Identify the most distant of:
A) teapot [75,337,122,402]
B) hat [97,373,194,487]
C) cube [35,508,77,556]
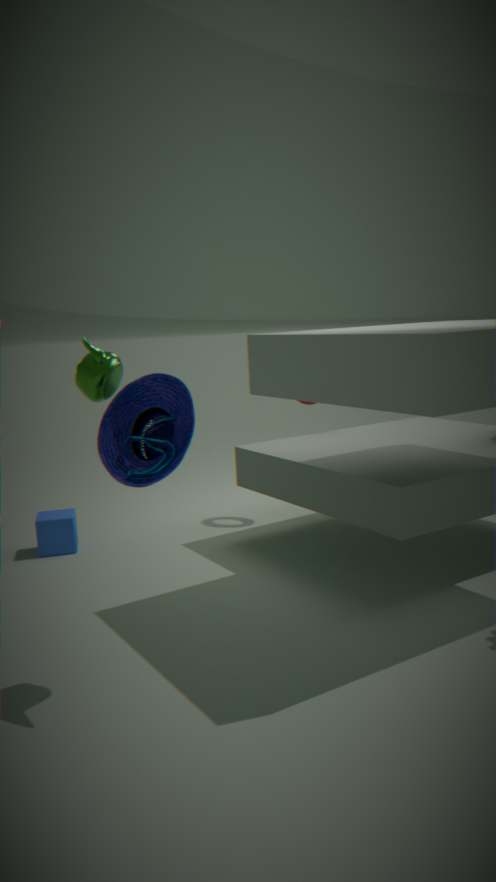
cube [35,508,77,556]
